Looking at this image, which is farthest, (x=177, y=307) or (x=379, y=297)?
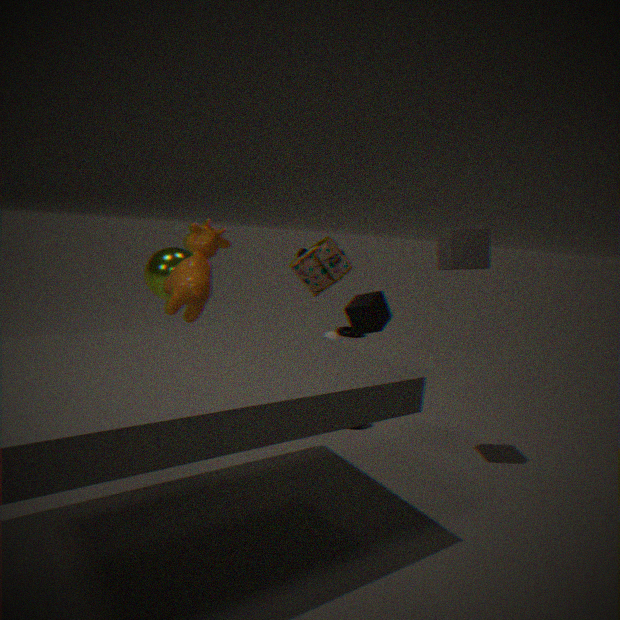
(x=379, y=297)
